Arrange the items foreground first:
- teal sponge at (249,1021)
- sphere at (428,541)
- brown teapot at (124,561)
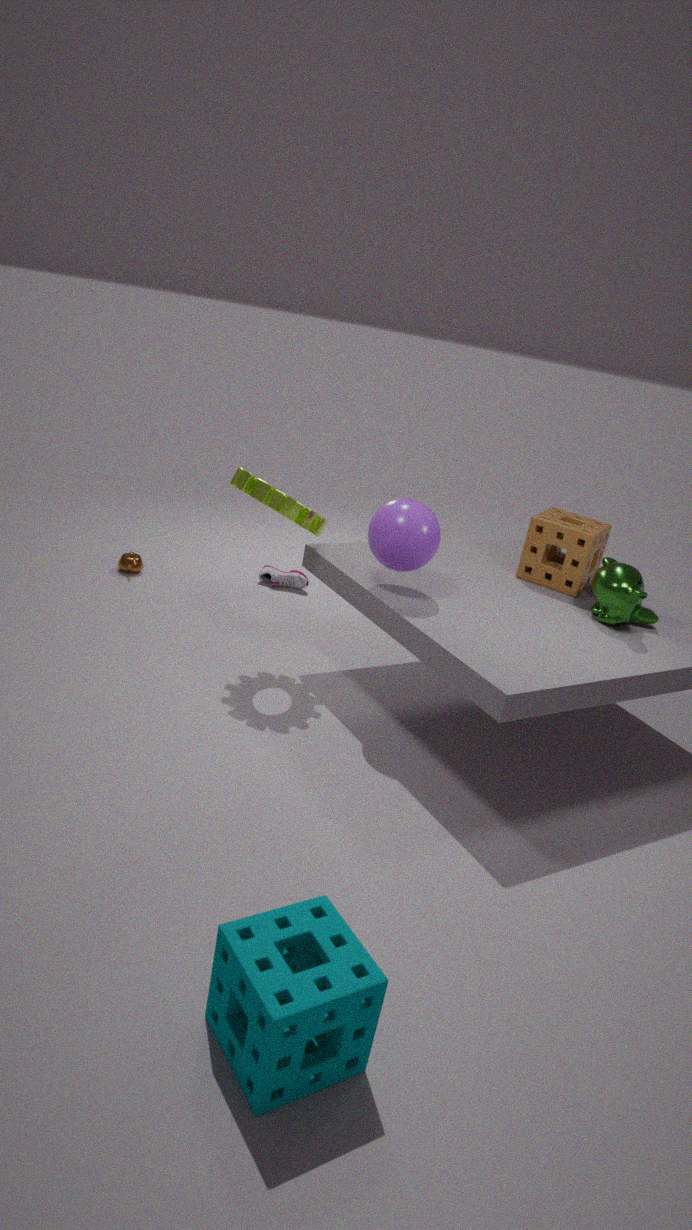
teal sponge at (249,1021), sphere at (428,541), brown teapot at (124,561)
